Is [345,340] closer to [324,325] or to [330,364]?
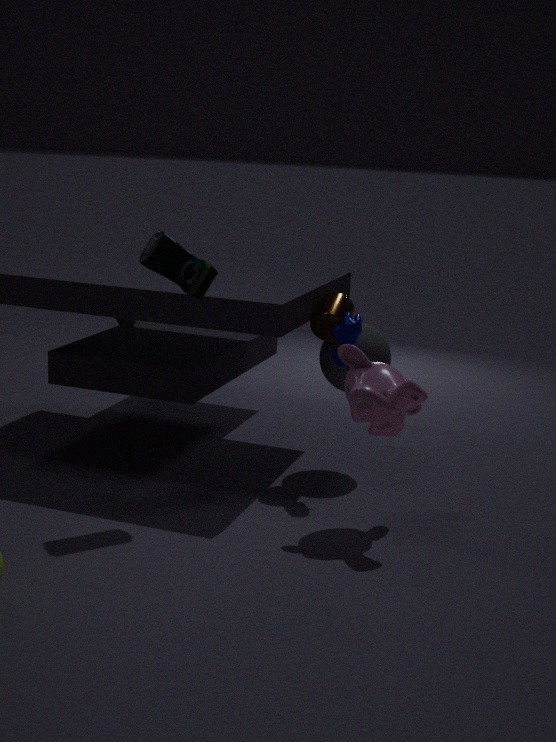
[324,325]
